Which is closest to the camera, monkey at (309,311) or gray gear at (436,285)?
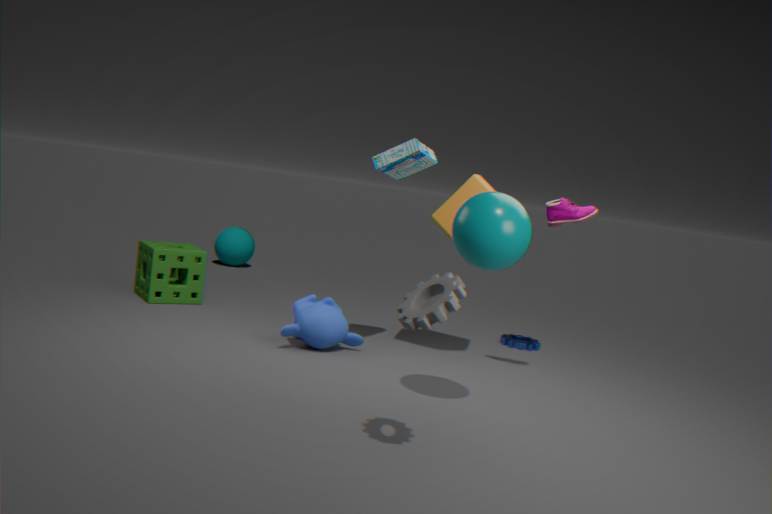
gray gear at (436,285)
